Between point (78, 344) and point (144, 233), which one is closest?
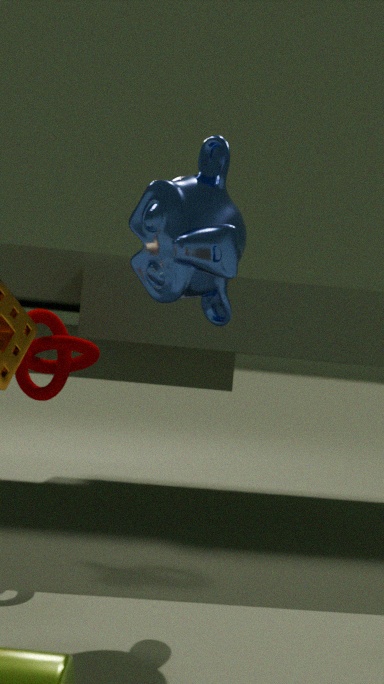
point (144, 233)
